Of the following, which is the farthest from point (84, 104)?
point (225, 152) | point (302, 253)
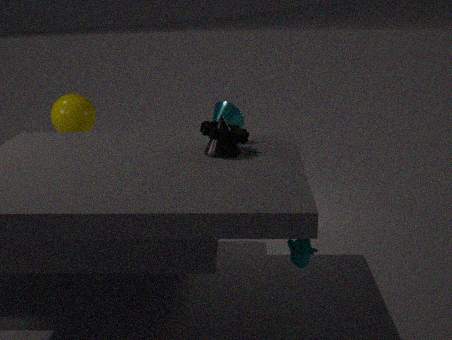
point (302, 253)
